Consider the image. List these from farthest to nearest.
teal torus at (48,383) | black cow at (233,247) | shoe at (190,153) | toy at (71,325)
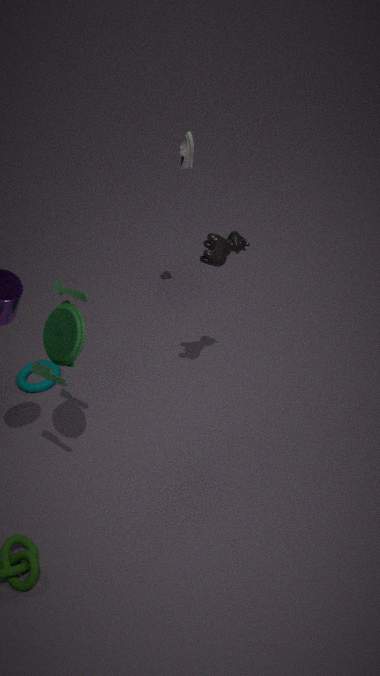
teal torus at (48,383), shoe at (190,153), black cow at (233,247), toy at (71,325)
